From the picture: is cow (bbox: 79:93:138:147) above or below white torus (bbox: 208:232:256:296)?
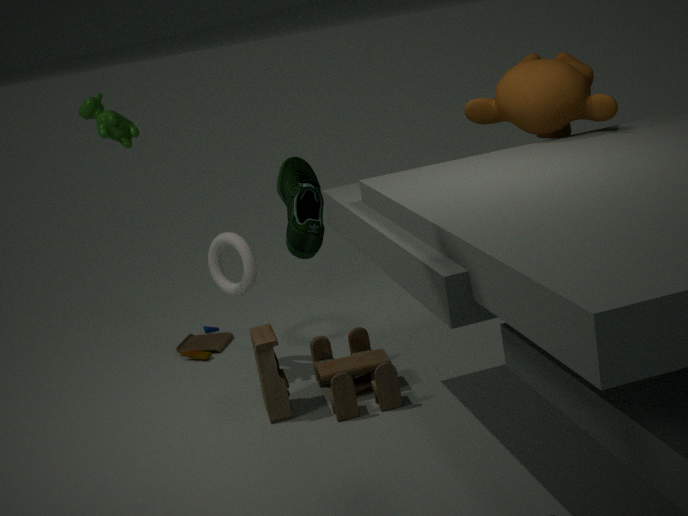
above
